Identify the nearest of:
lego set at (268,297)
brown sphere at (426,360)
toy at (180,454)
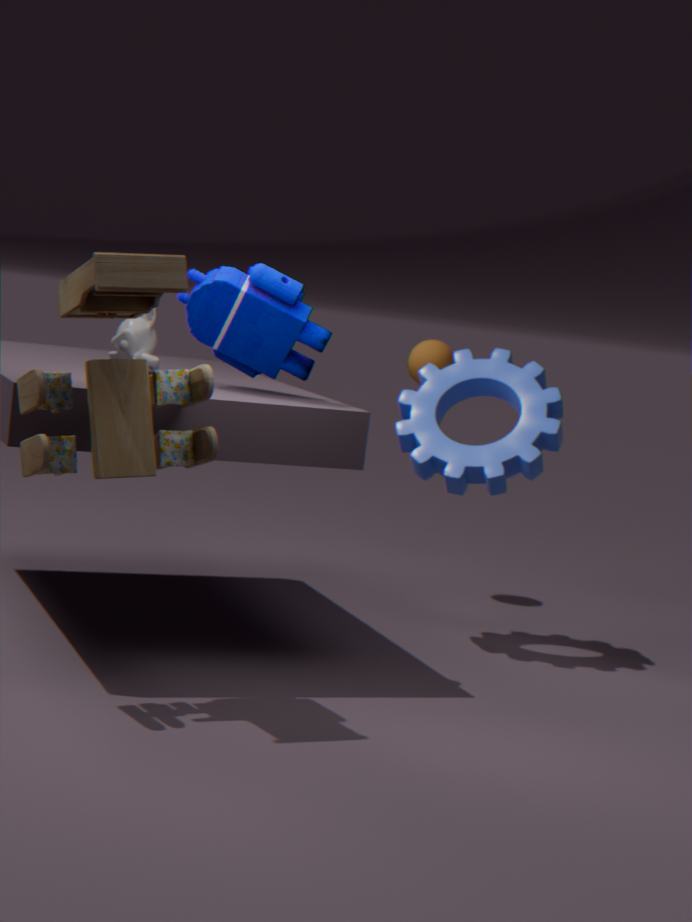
toy at (180,454)
